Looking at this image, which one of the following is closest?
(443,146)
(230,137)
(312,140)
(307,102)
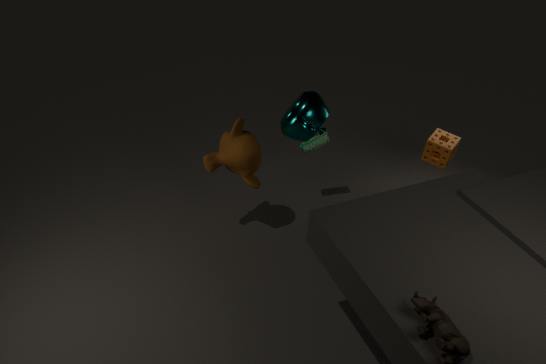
(307,102)
